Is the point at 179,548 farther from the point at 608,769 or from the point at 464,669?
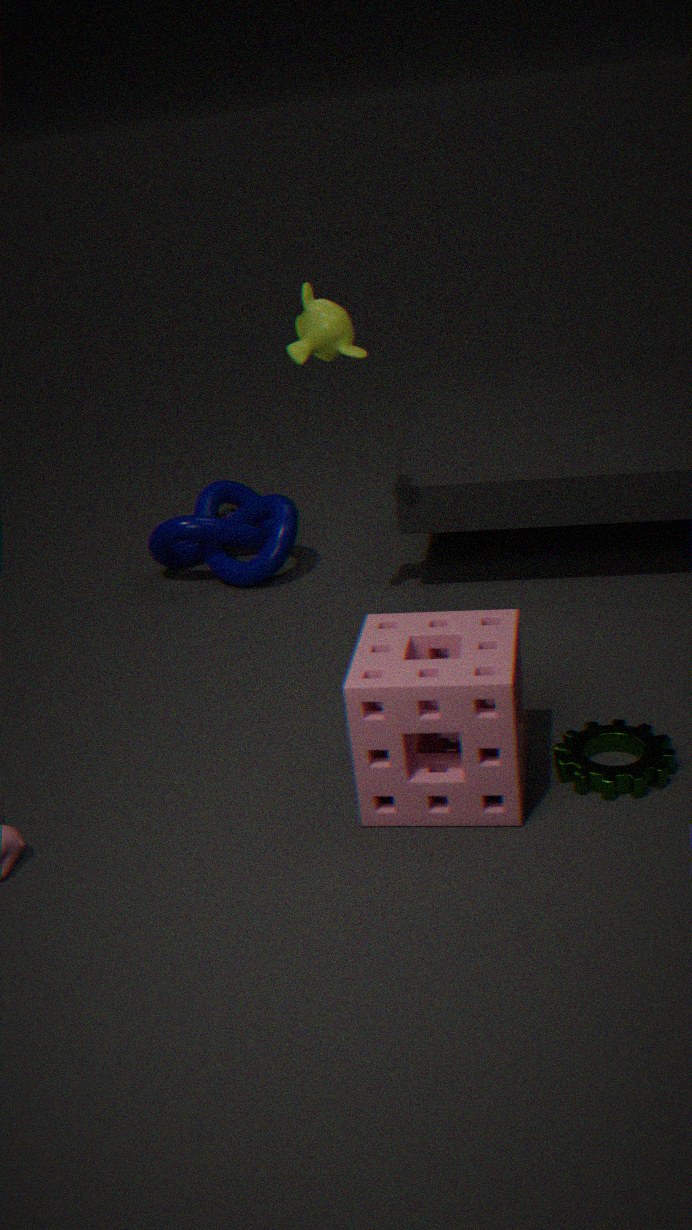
the point at 608,769
